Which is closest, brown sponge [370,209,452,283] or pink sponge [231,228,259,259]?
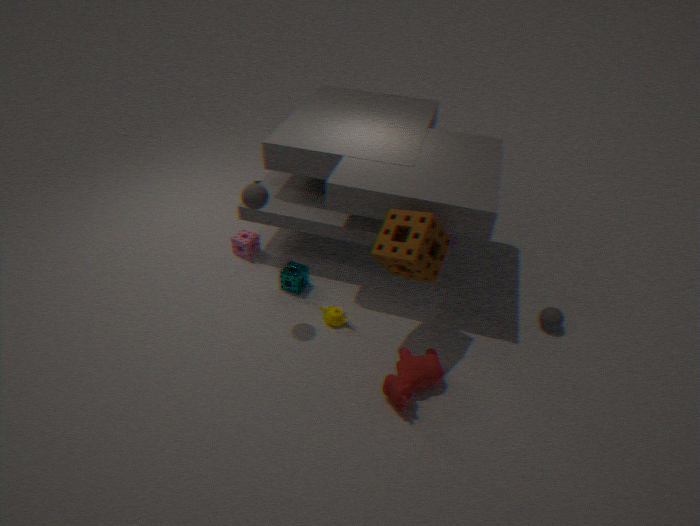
brown sponge [370,209,452,283]
